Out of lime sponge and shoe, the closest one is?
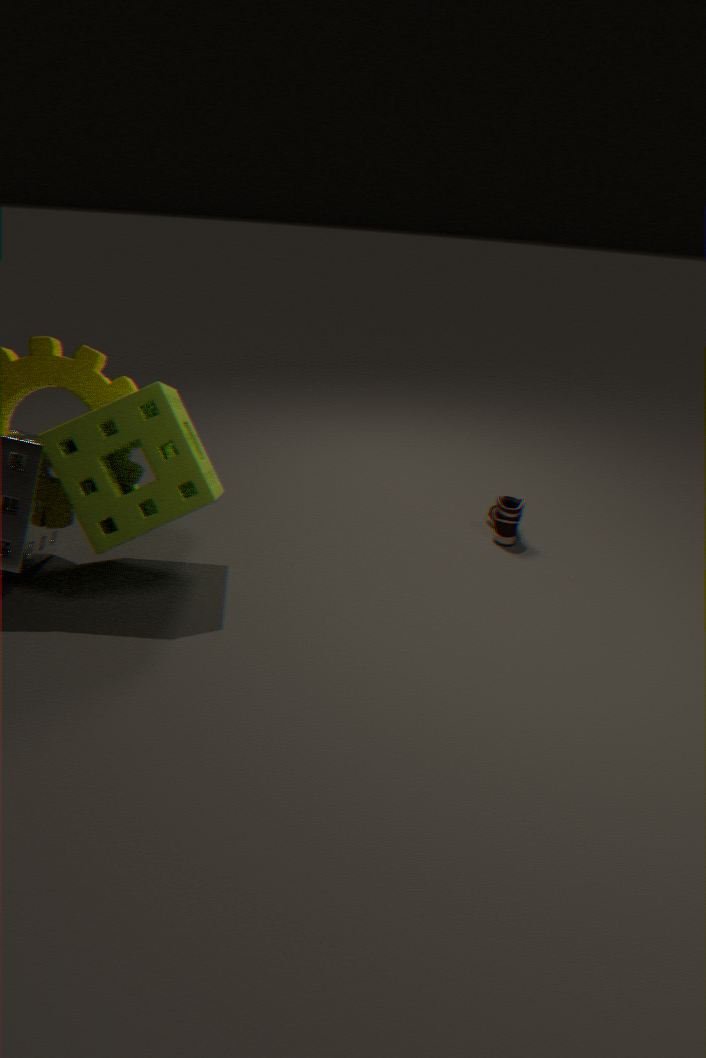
lime sponge
